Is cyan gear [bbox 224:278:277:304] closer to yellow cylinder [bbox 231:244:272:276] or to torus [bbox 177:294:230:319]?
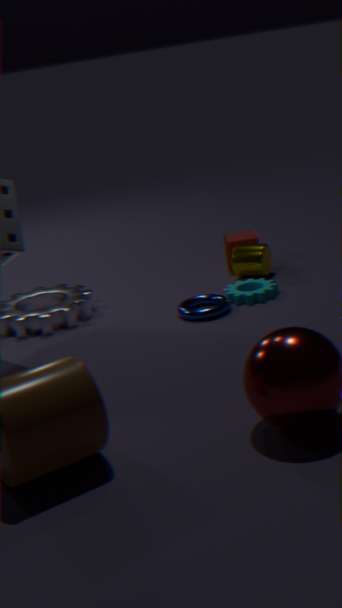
torus [bbox 177:294:230:319]
